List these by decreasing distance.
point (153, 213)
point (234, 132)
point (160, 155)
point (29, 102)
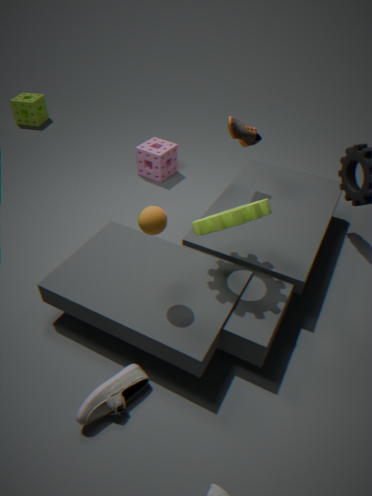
point (29, 102), point (160, 155), point (234, 132), point (153, 213)
